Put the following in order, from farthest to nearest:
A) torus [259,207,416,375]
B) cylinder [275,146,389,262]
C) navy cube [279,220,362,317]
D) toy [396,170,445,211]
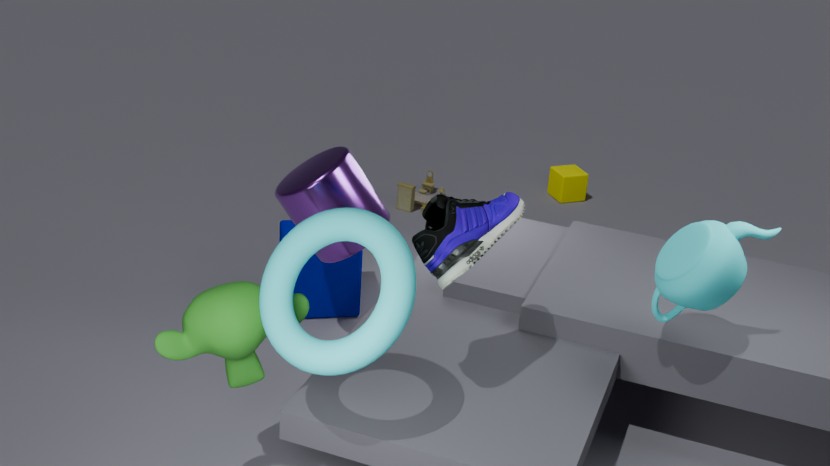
toy [396,170,445,211] → navy cube [279,220,362,317] → cylinder [275,146,389,262] → torus [259,207,416,375]
